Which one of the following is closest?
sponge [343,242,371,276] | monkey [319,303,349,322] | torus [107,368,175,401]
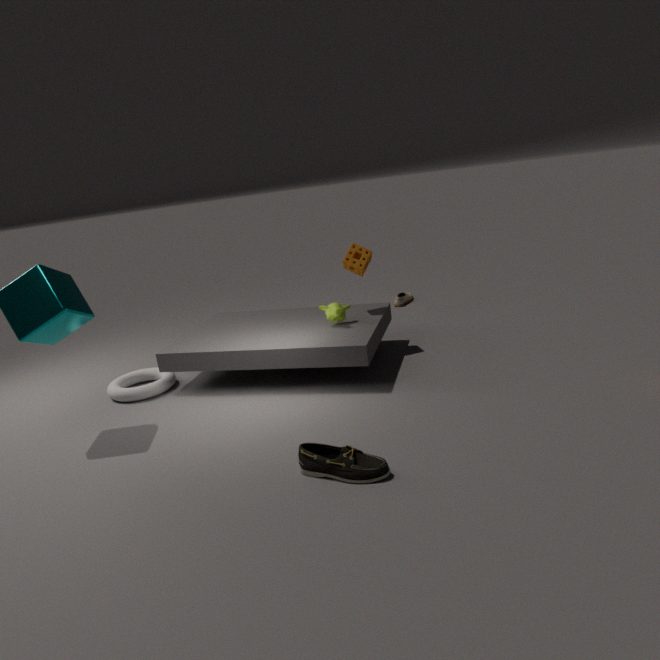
monkey [319,303,349,322]
